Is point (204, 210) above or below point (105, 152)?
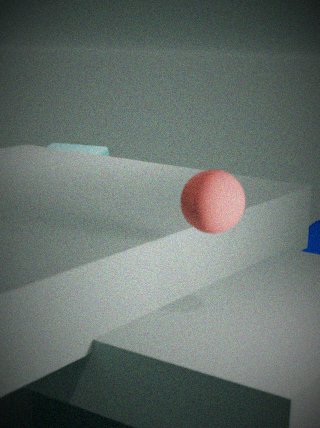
above
